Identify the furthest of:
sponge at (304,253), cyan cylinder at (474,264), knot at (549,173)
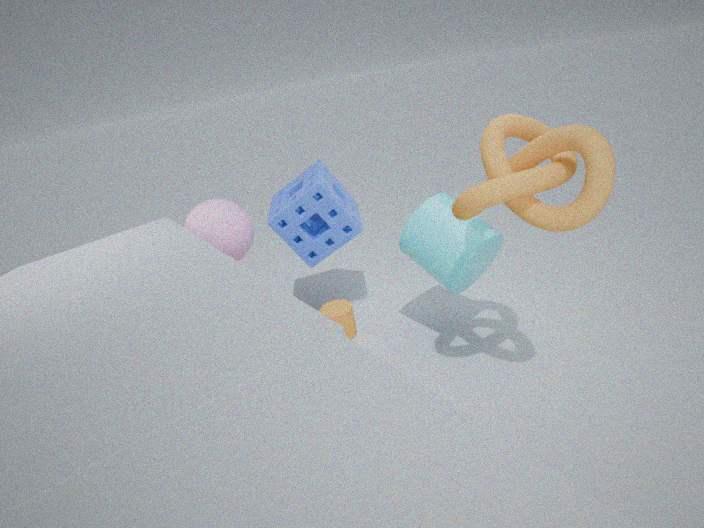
sponge at (304,253)
